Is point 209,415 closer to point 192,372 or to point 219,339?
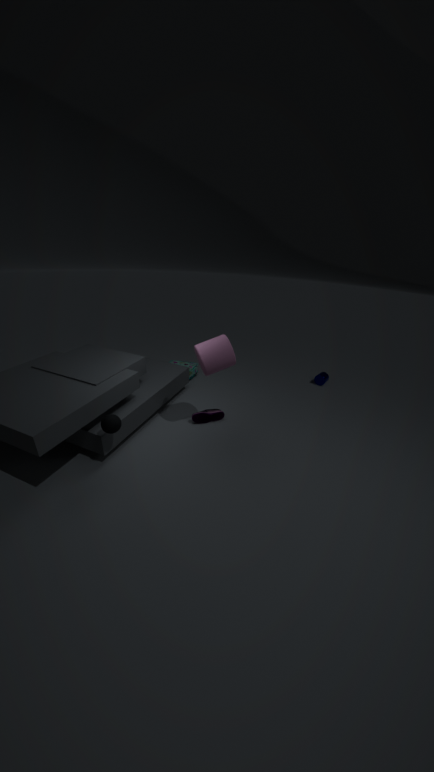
point 219,339
